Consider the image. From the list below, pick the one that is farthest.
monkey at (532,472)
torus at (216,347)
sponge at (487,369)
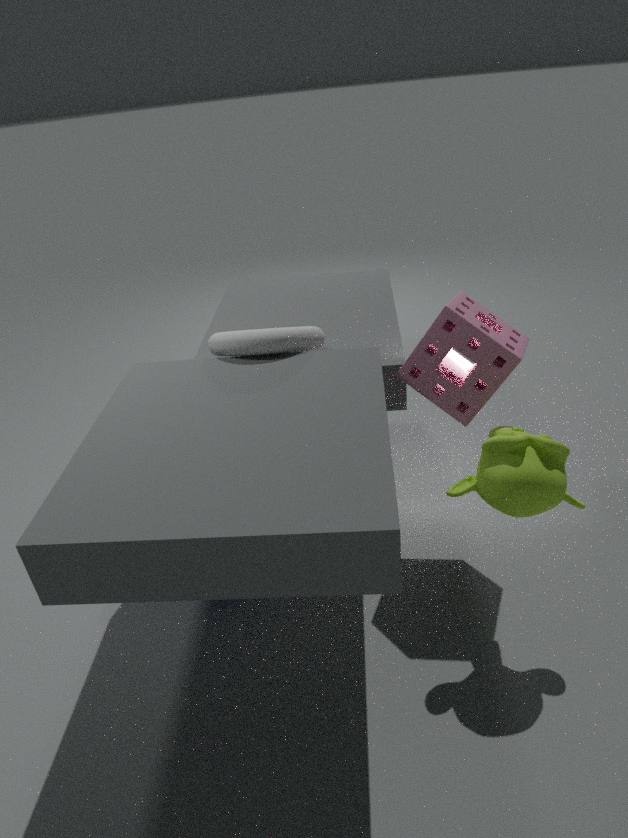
torus at (216,347)
